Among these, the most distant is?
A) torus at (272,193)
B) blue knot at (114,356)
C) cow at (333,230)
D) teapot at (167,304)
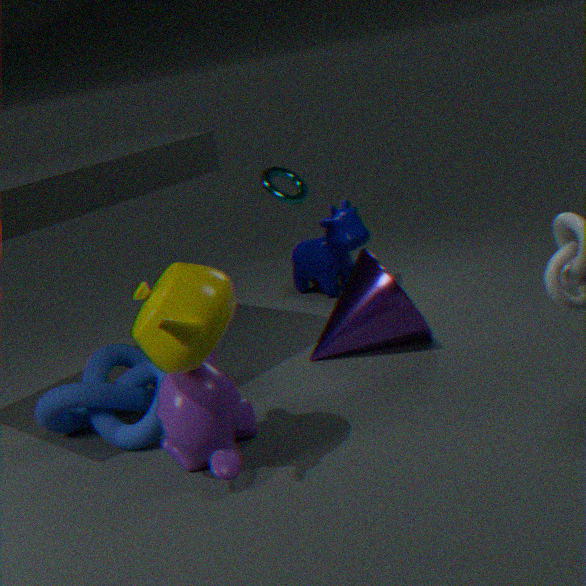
torus at (272,193)
